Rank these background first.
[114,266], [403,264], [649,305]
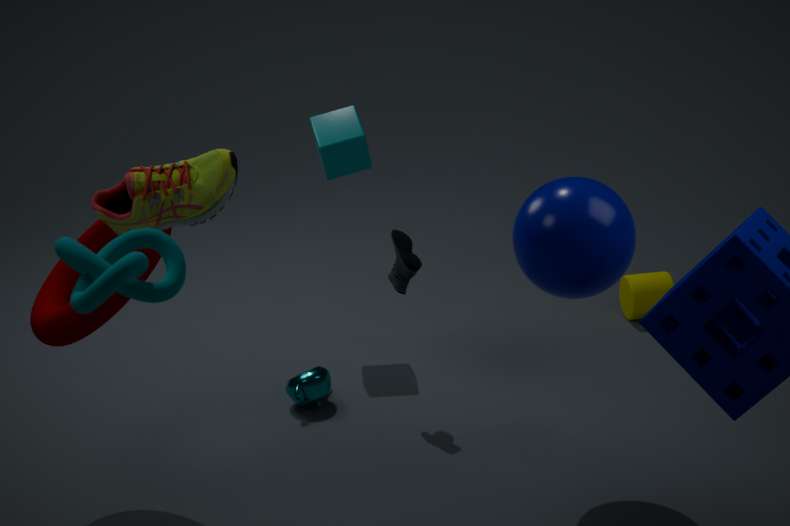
[649,305], [403,264], [114,266]
